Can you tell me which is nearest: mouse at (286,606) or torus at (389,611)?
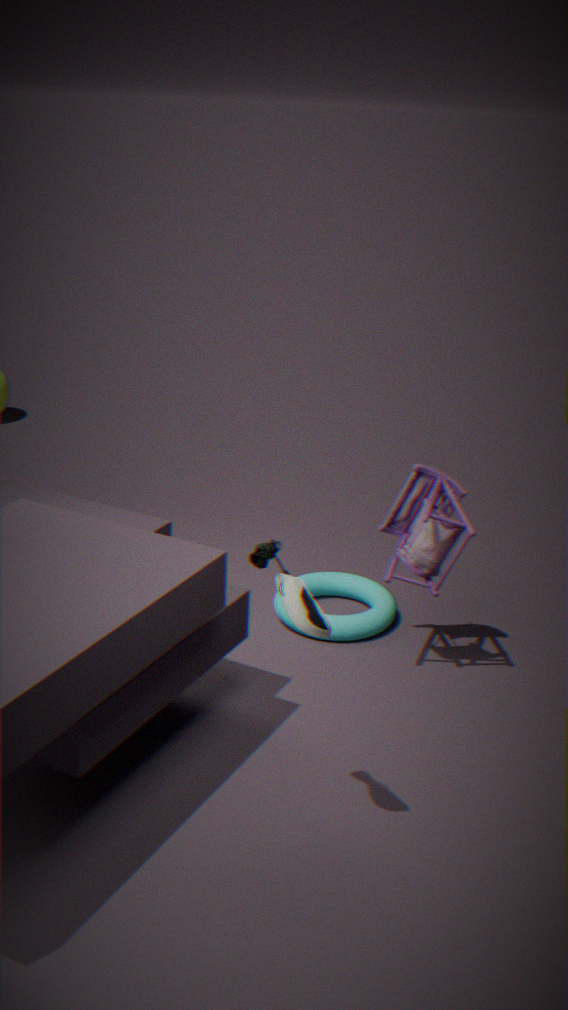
mouse at (286,606)
